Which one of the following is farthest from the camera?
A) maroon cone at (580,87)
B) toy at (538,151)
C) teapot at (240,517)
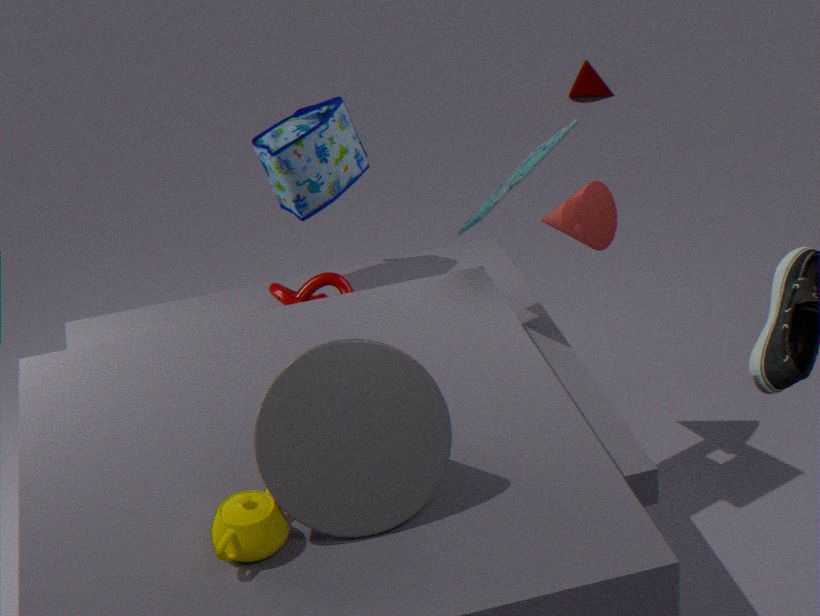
maroon cone at (580,87)
